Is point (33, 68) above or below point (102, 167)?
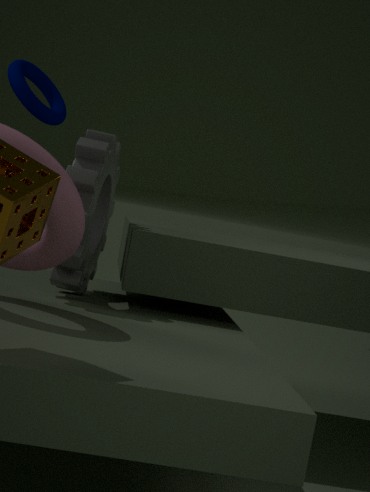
above
